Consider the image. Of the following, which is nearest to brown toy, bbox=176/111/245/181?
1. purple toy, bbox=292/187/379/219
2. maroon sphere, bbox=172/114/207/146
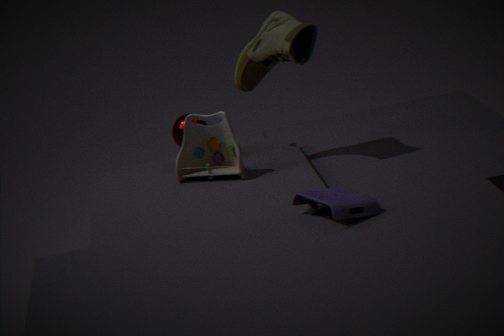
maroon sphere, bbox=172/114/207/146
